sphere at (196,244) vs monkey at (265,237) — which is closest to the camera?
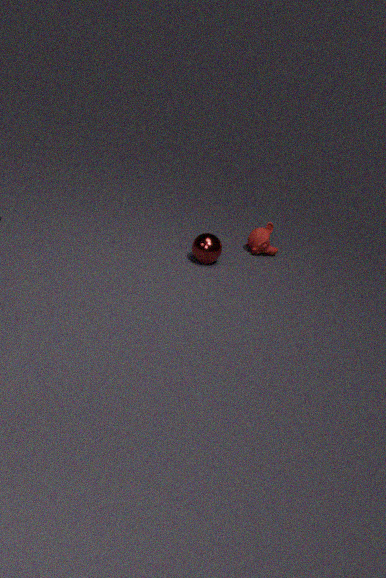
sphere at (196,244)
